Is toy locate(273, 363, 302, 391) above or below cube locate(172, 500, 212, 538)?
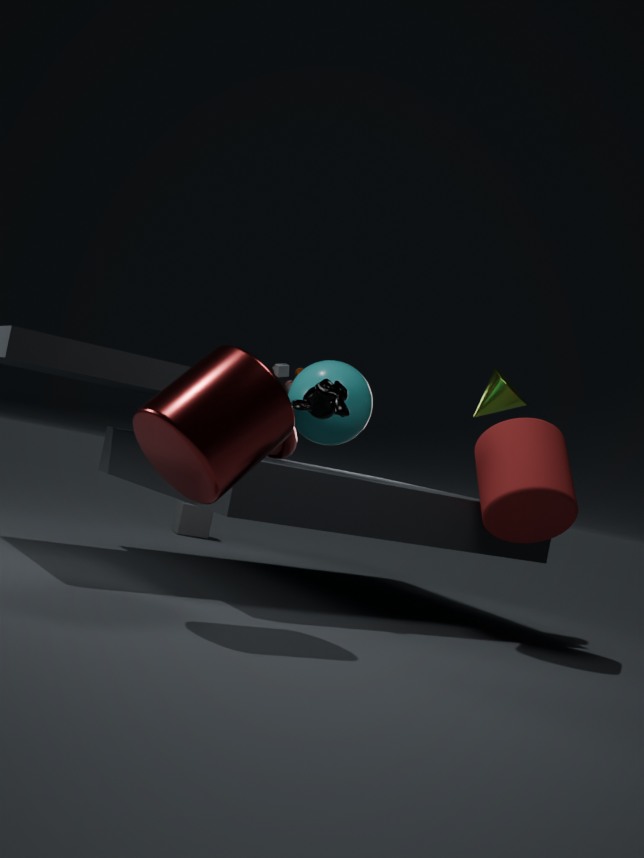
above
